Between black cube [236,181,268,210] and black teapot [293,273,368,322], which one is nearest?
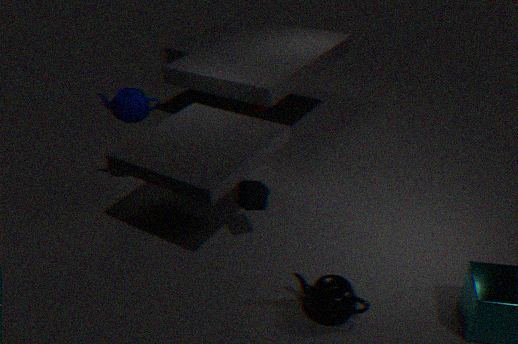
black teapot [293,273,368,322]
